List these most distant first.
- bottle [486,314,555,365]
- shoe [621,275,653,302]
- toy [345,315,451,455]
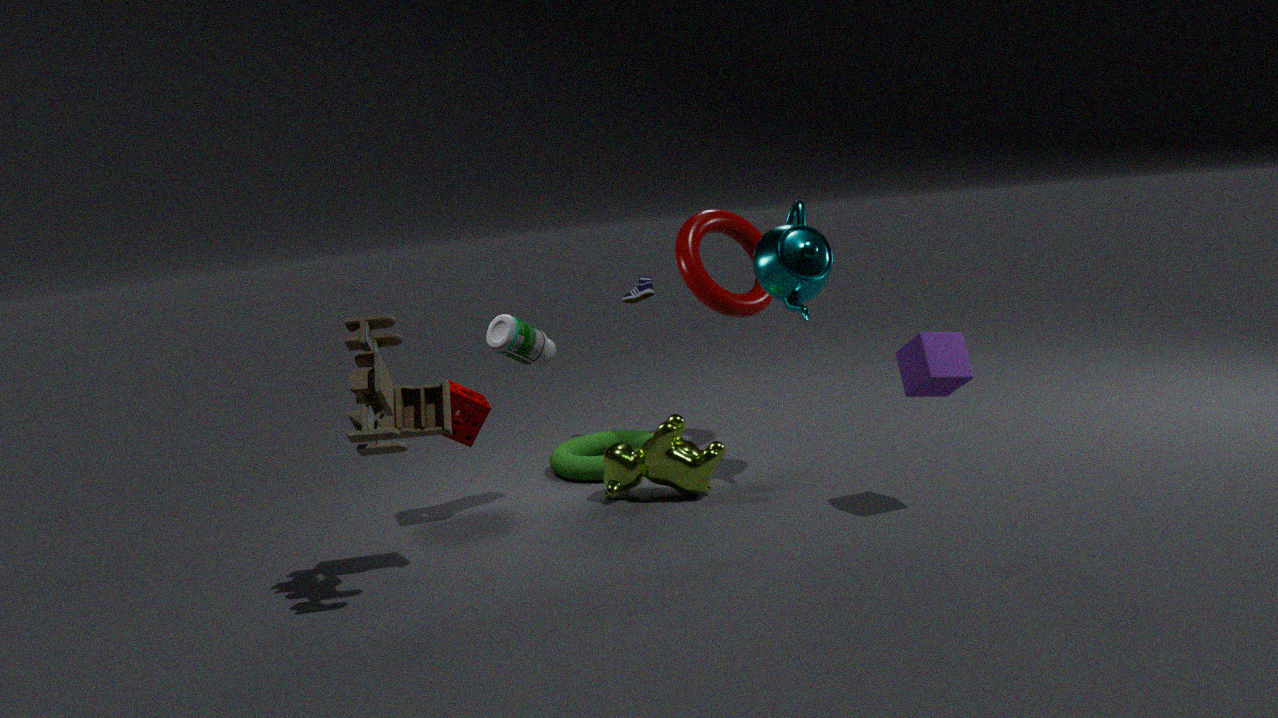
1. shoe [621,275,653,302]
2. bottle [486,314,555,365]
3. toy [345,315,451,455]
